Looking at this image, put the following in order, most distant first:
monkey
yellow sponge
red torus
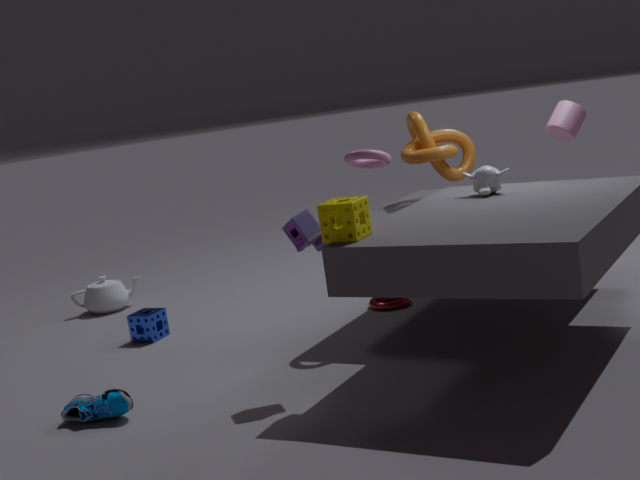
red torus → monkey → yellow sponge
